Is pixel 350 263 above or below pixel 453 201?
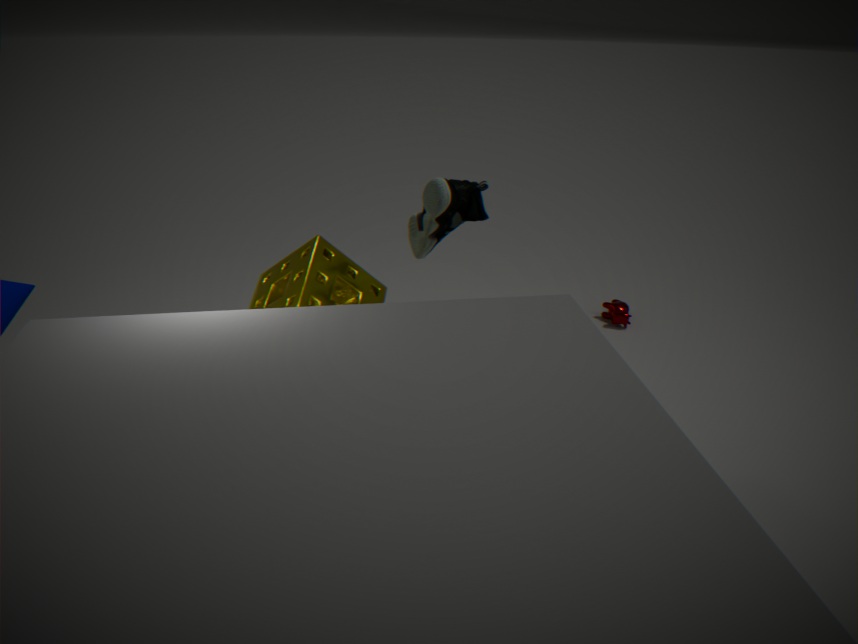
below
